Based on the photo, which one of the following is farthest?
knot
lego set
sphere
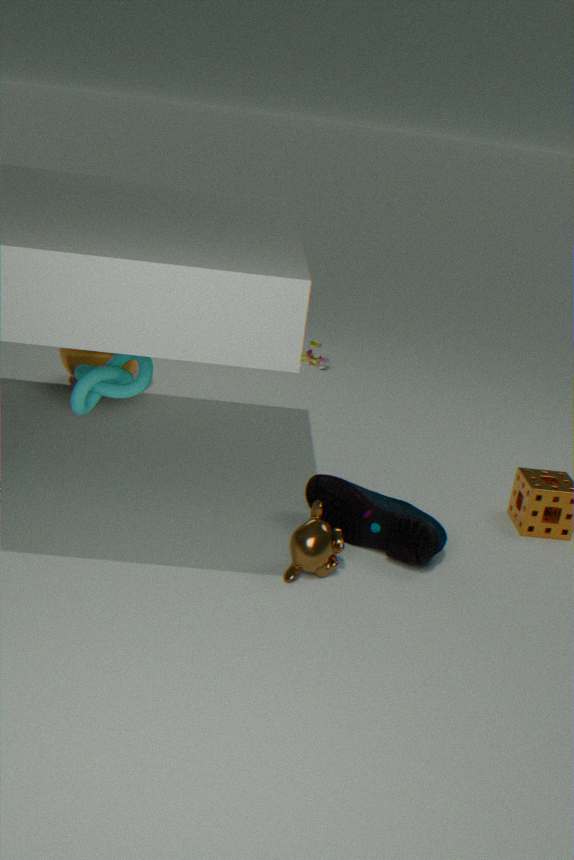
lego set
